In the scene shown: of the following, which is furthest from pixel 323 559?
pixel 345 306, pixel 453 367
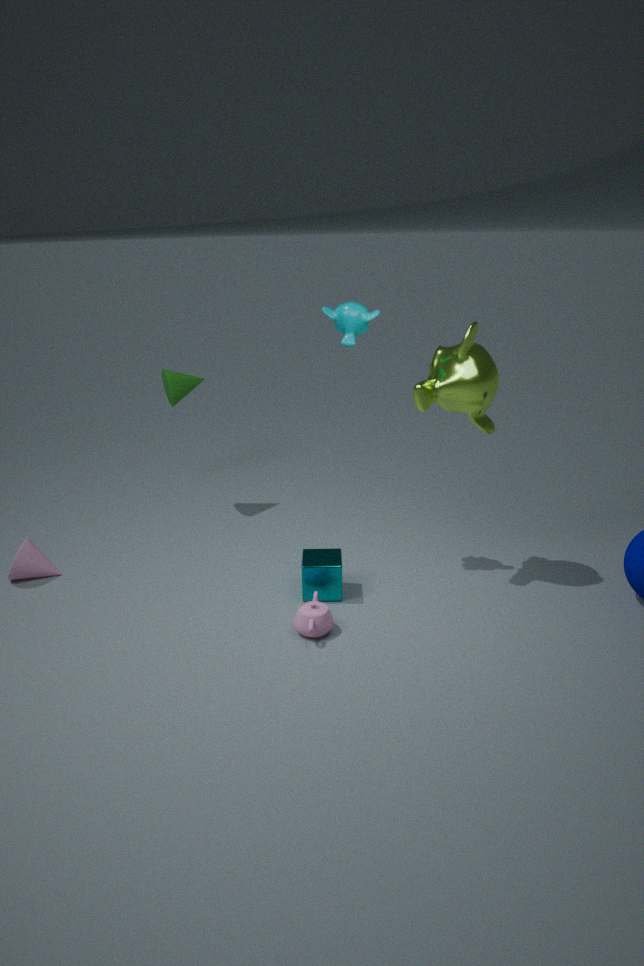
pixel 345 306
